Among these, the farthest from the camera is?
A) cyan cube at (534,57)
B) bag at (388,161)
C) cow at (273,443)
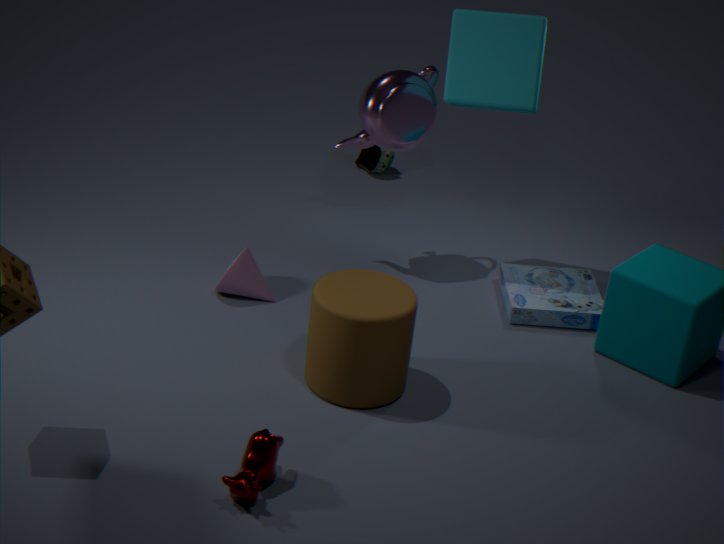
bag at (388,161)
